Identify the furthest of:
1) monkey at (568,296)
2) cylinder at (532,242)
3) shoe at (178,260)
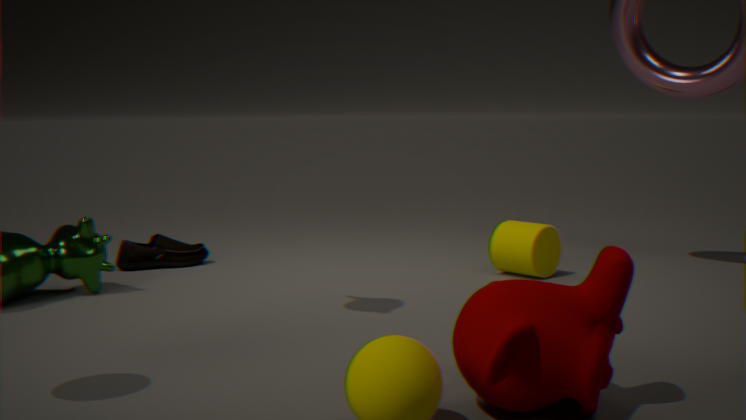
3. shoe at (178,260)
